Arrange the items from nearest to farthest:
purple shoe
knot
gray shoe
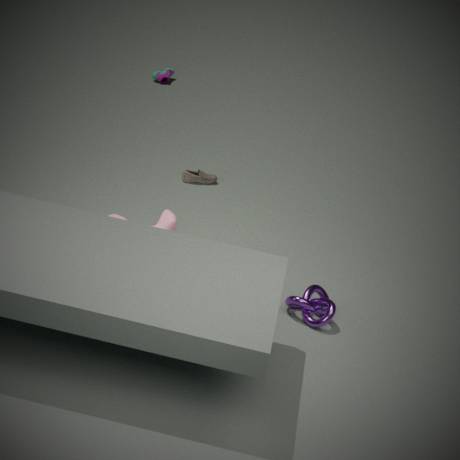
knot, gray shoe, purple shoe
